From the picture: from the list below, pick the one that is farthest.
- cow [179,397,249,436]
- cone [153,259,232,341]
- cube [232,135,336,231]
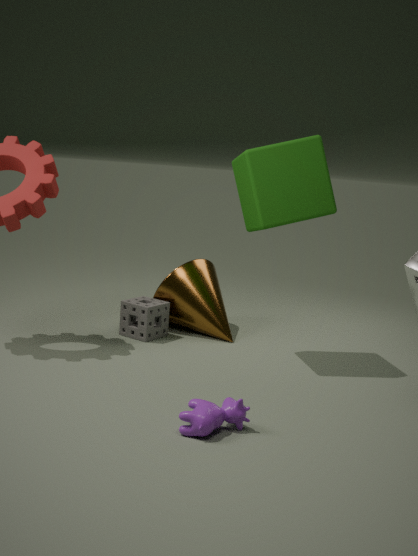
cone [153,259,232,341]
